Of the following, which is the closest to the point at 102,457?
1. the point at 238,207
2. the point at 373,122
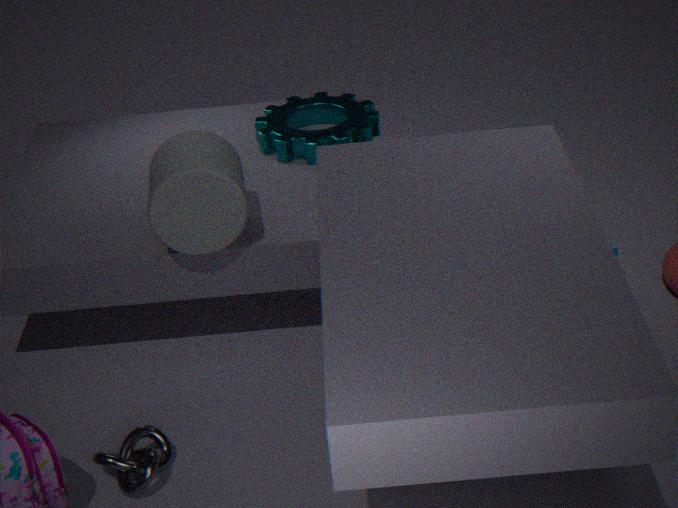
the point at 238,207
